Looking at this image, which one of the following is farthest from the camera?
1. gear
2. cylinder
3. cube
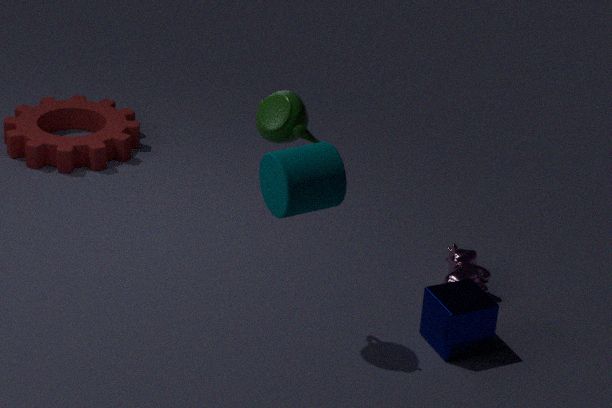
gear
